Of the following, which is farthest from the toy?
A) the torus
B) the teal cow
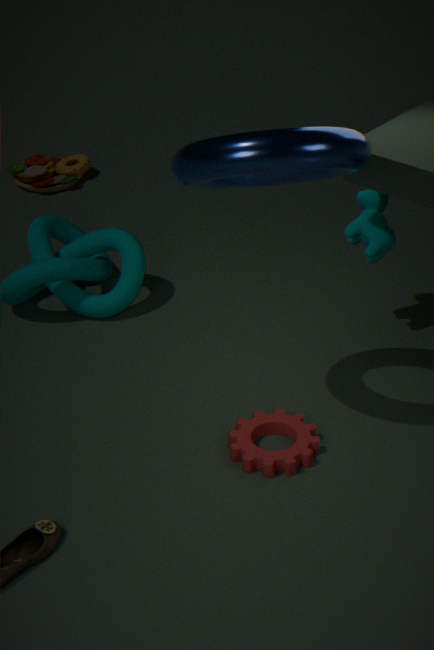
the torus
